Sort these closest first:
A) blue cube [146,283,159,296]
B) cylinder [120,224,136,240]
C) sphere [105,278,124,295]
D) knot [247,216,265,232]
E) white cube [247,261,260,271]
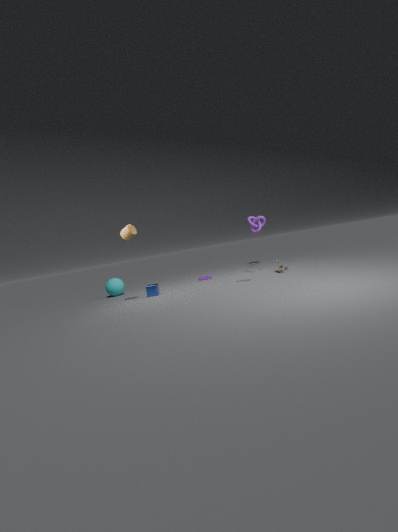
knot [247,216,265,232] → cylinder [120,224,136,240] → blue cube [146,283,159,296] → sphere [105,278,124,295] → white cube [247,261,260,271]
